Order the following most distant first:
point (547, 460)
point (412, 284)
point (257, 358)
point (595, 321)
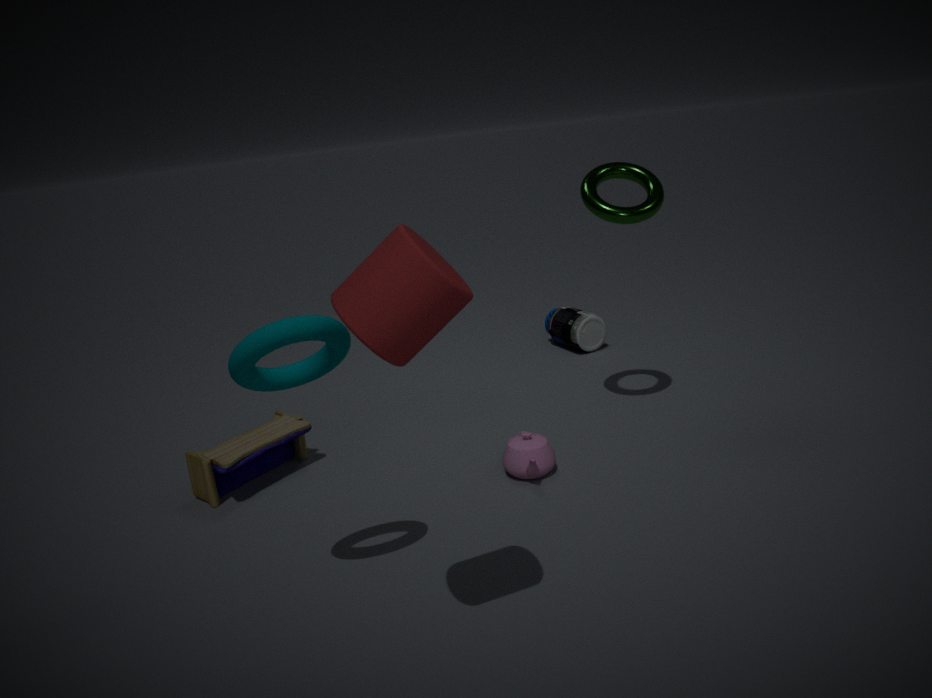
point (595, 321) → point (547, 460) → point (257, 358) → point (412, 284)
